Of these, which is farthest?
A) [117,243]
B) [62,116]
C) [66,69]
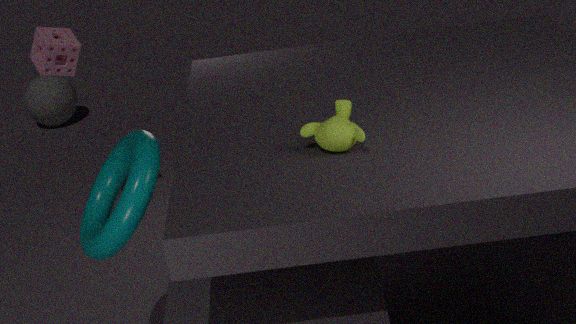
[62,116]
